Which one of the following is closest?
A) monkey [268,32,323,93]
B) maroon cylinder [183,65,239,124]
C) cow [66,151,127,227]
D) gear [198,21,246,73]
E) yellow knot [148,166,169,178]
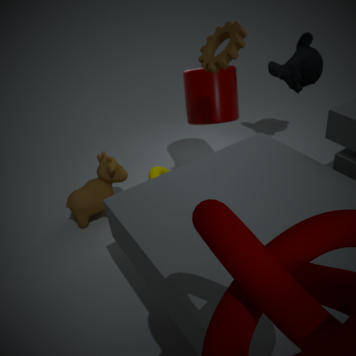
gear [198,21,246,73]
